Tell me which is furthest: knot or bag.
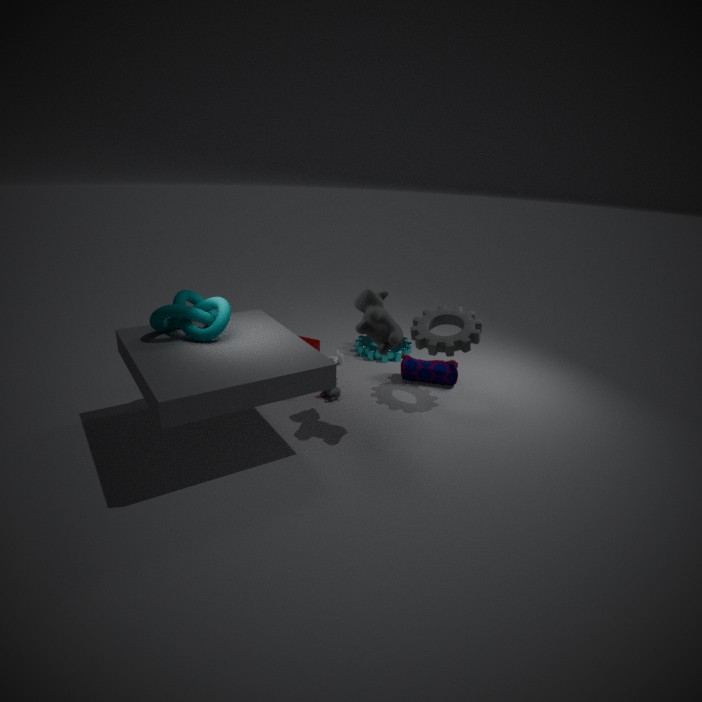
bag
